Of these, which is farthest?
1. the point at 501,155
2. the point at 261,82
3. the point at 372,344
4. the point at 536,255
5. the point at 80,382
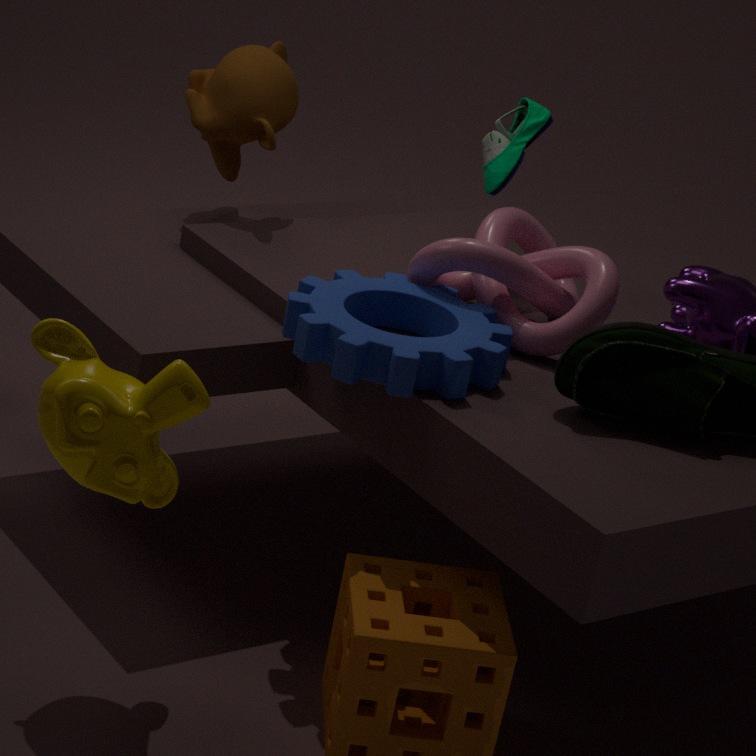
the point at 261,82
